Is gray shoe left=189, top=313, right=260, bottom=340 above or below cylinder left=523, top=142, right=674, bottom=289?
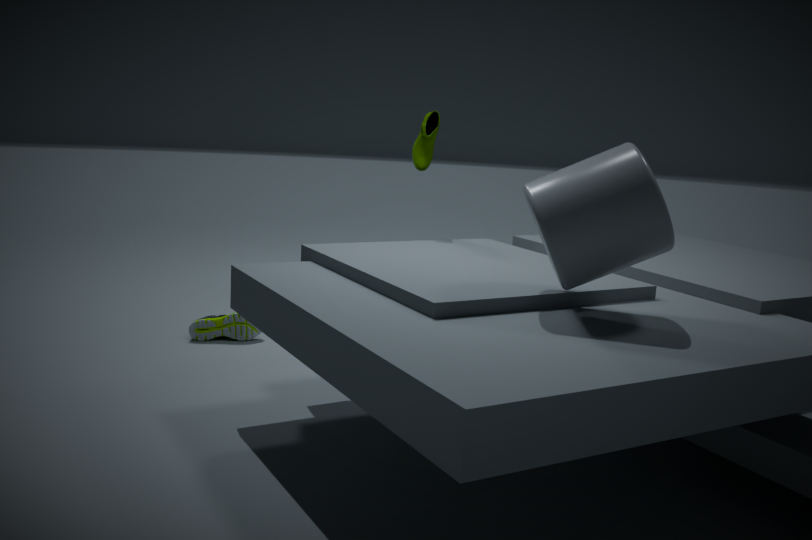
below
